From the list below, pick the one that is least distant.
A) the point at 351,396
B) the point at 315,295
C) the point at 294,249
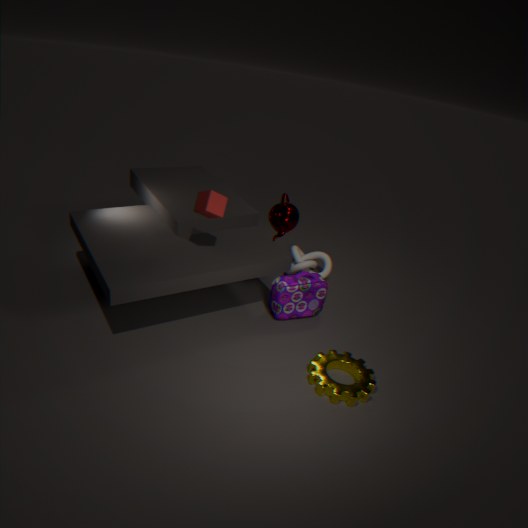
the point at 351,396
